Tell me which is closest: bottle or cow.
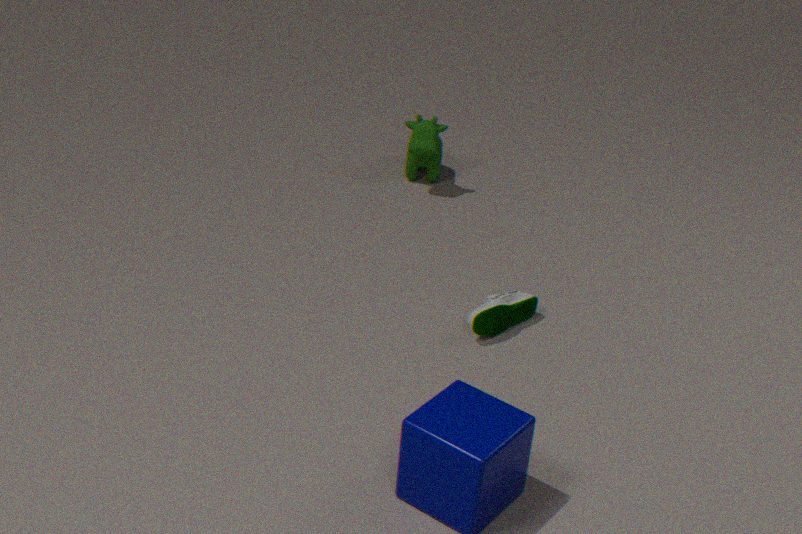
bottle
